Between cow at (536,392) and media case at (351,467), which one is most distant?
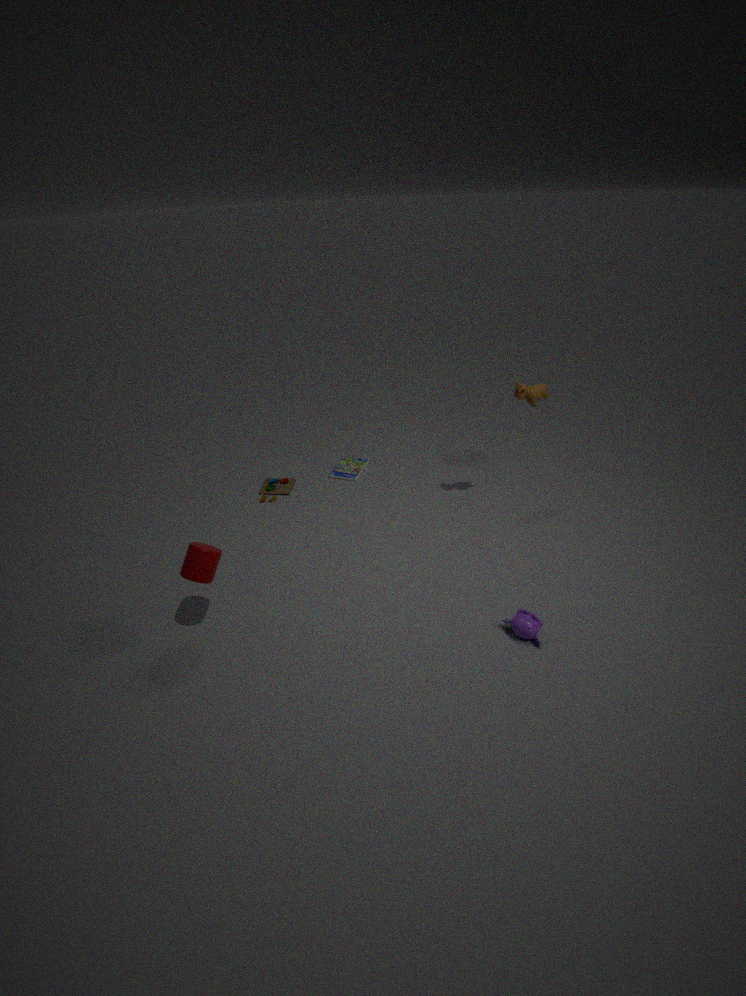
media case at (351,467)
